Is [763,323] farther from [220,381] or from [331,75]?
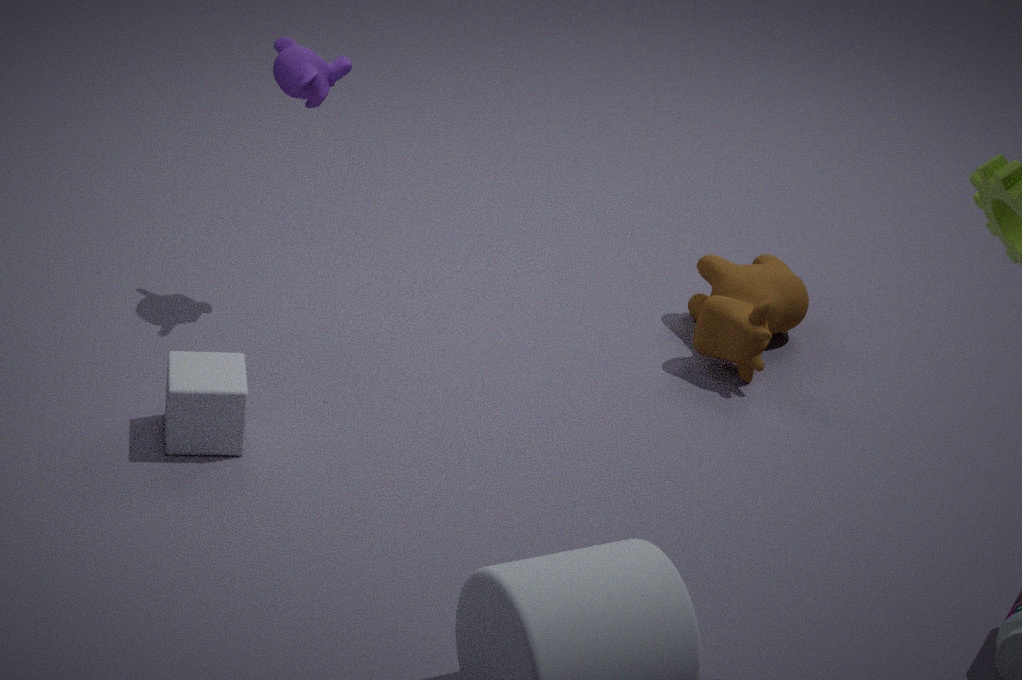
[220,381]
